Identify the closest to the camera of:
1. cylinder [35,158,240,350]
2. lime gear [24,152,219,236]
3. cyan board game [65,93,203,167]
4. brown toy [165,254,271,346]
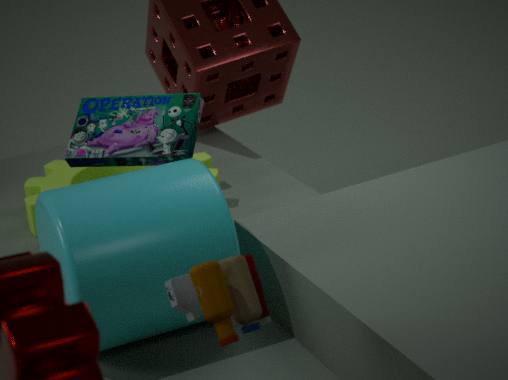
brown toy [165,254,271,346]
